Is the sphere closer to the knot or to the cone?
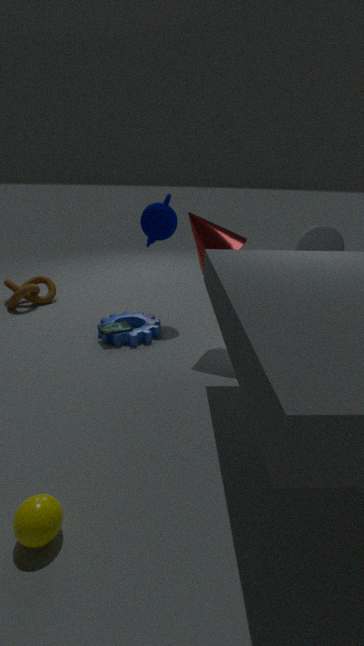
the cone
